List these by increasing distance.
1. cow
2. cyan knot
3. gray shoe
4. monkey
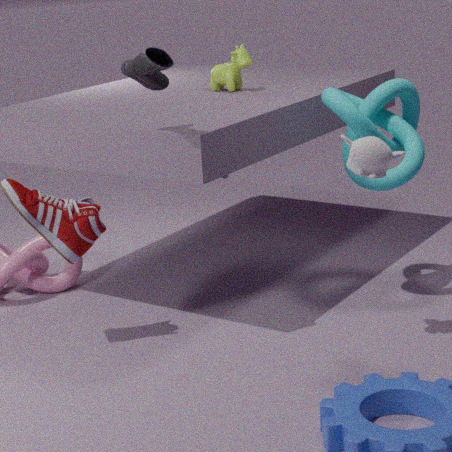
Answer: 1. gray shoe
2. monkey
3. cyan knot
4. cow
